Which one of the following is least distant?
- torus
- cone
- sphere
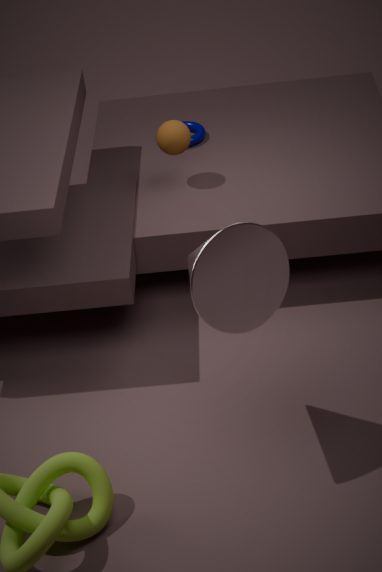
cone
